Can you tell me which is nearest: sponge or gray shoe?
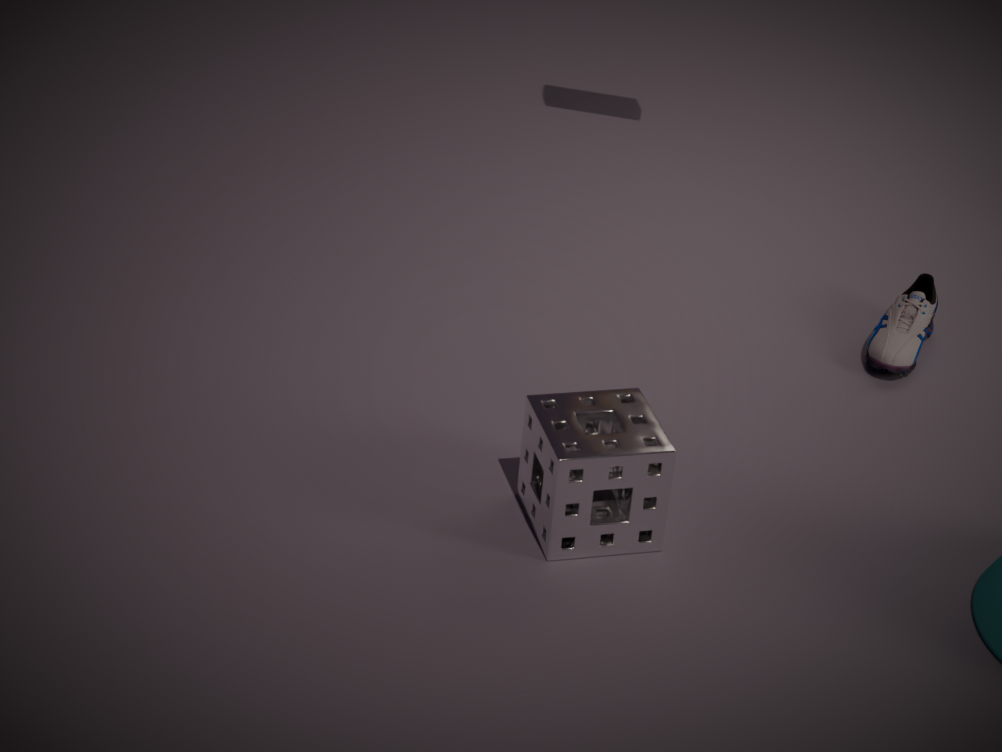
sponge
